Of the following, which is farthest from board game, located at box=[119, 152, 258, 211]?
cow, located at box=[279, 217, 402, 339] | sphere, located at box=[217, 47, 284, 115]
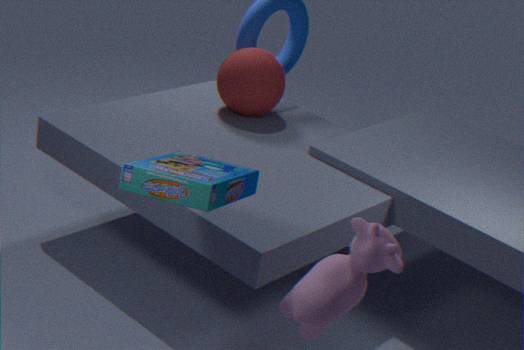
sphere, located at box=[217, 47, 284, 115]
